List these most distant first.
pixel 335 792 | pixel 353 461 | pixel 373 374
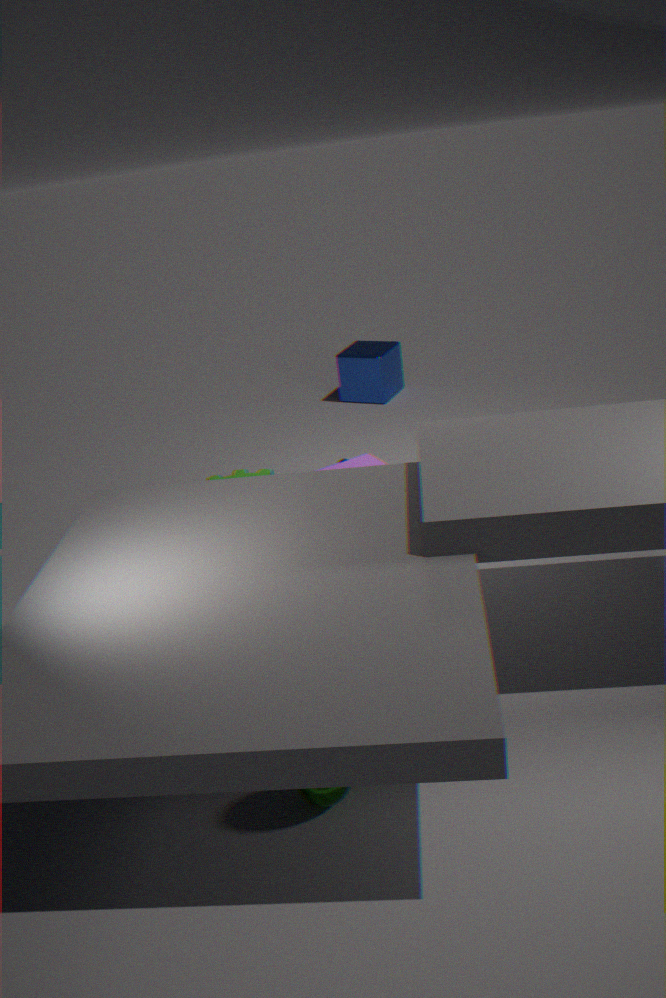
pixel 373 374 < pixel 353 461 < pixel 335 792
